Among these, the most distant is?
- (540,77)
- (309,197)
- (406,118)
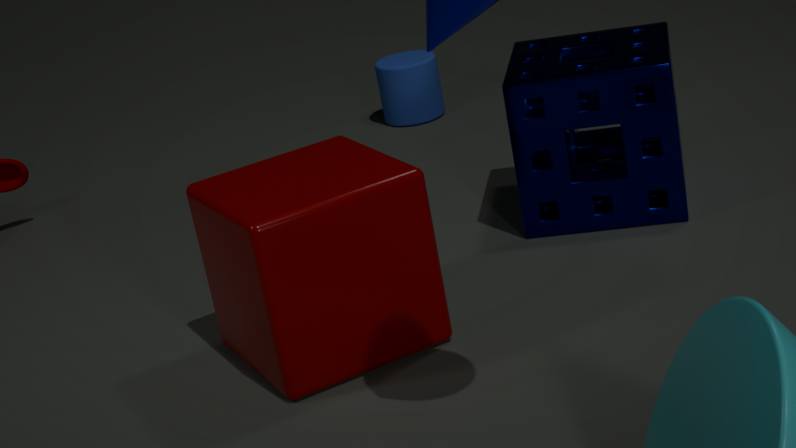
(406,118)
